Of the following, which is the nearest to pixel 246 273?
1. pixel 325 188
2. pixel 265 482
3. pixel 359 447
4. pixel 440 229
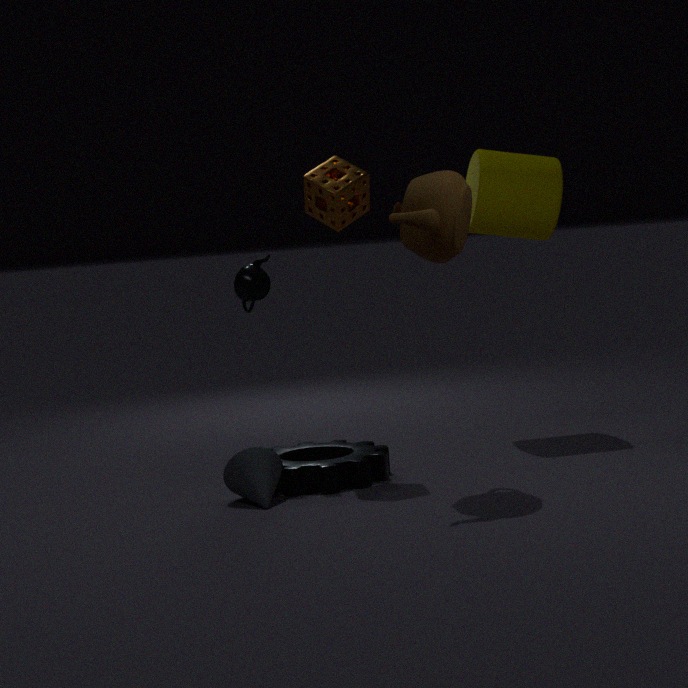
pixel 325 188
